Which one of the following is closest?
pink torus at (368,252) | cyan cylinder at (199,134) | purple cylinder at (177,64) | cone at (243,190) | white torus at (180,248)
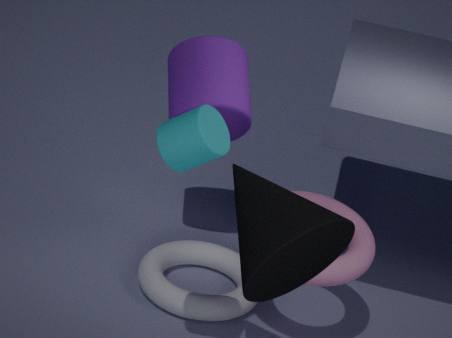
cone at (243,190)
